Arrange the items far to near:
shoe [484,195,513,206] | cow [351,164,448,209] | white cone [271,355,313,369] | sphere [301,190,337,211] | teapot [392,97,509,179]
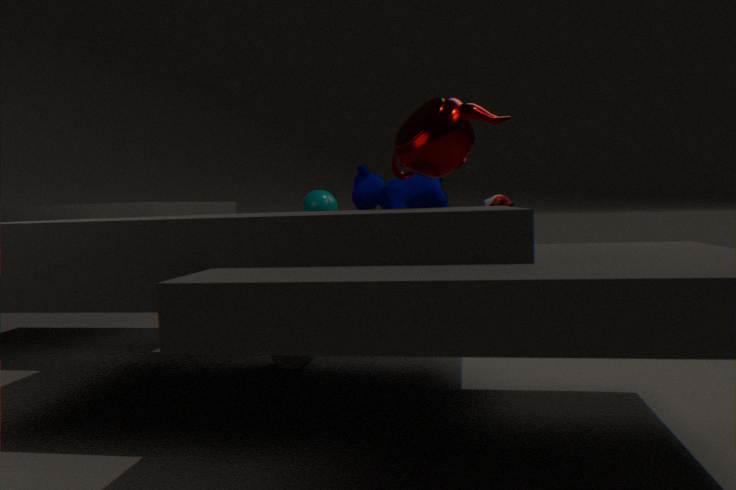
1. shoe [484,195,513,206]
2. sphere [301,190,337,211]
3. cow [351,164,448,209]
4. white cone [271,355,313,369]
5. teapot [392,97,509,179]
